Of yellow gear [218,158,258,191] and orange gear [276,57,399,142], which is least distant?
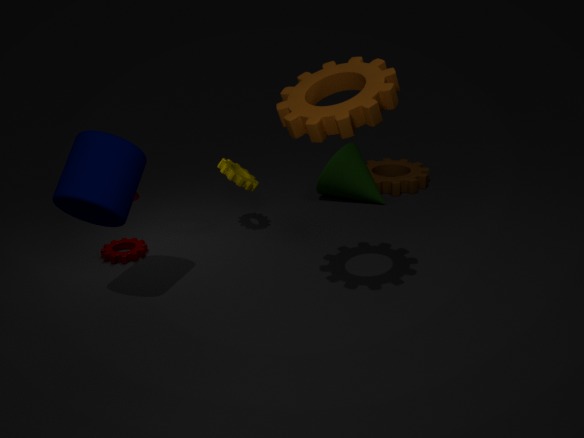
orange gear [276,57,399,142]
